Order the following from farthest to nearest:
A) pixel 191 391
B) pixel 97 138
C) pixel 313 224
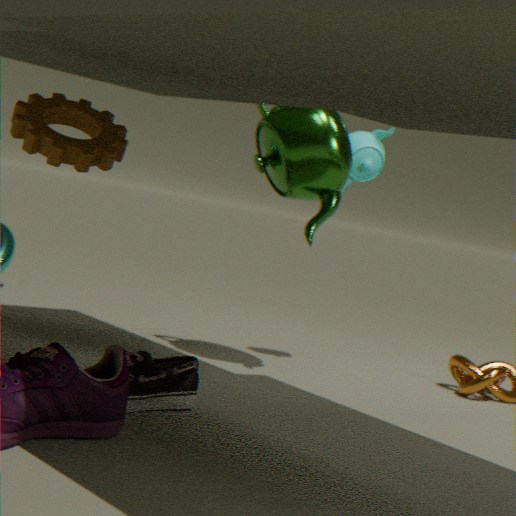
pixel 313 224 → pixel 191 391 → pixel 97 138
